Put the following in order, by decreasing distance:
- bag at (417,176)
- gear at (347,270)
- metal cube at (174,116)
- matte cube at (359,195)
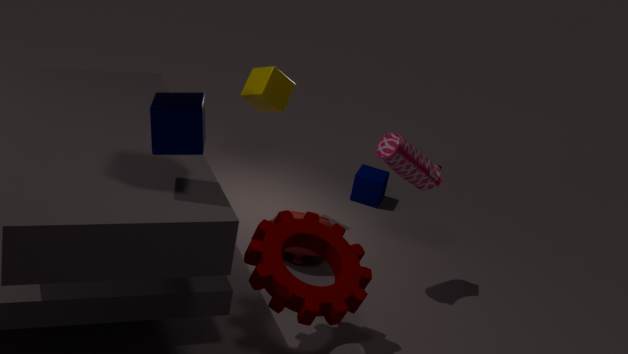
matte cube at (359,195), bag at (417,176), gear at (347,270), metal cube at (174,116)
